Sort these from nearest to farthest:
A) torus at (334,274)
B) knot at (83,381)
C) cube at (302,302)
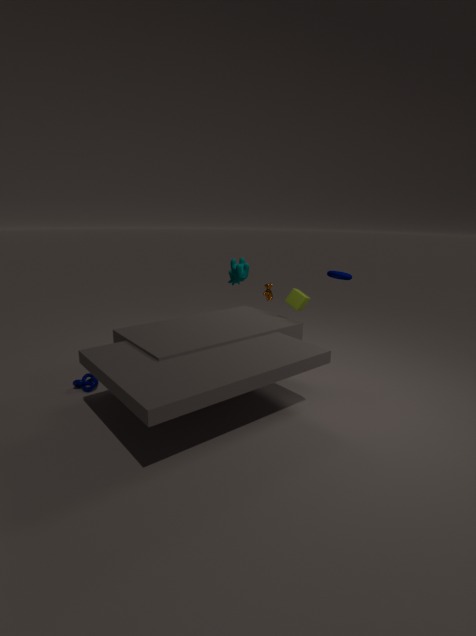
knot at (83,381)
torus at (334,274)
cube at (302,302)
